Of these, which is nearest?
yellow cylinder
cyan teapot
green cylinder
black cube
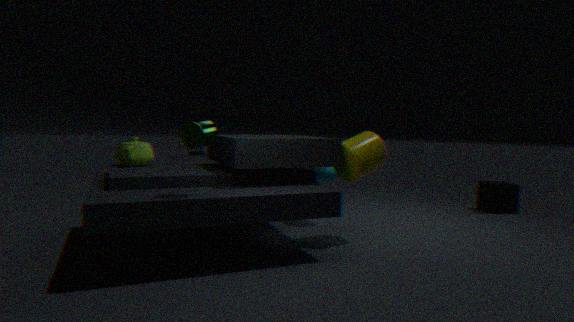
green cylinder
